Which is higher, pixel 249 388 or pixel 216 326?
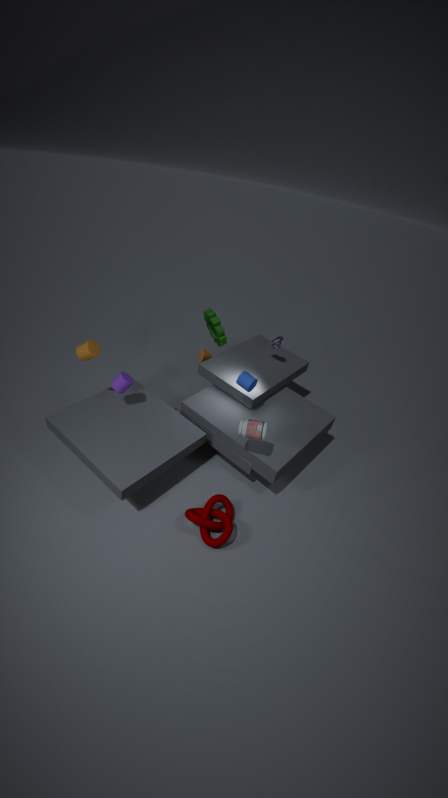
pixel 249 388
